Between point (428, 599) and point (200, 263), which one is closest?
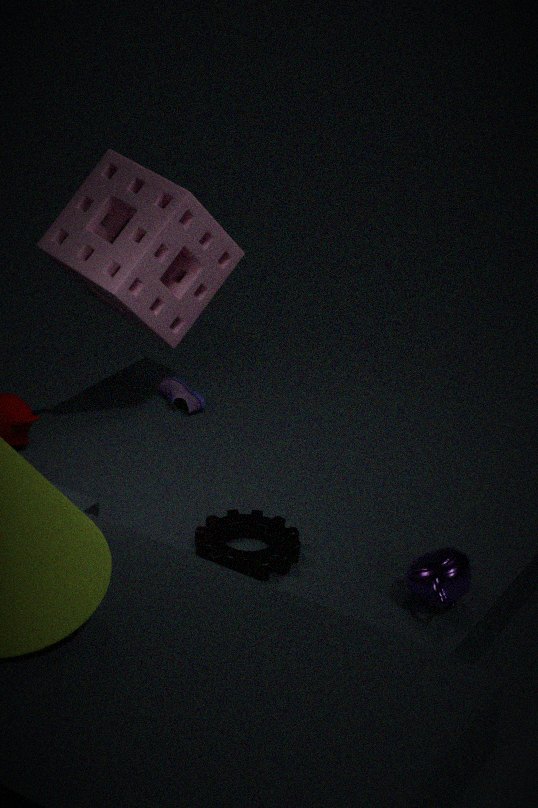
point (428, 599)
